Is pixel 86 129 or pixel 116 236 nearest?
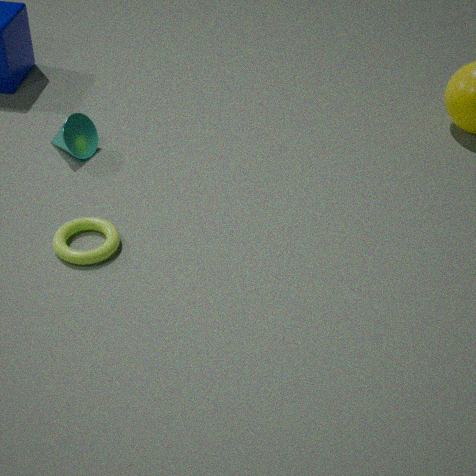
pixel 116 236
